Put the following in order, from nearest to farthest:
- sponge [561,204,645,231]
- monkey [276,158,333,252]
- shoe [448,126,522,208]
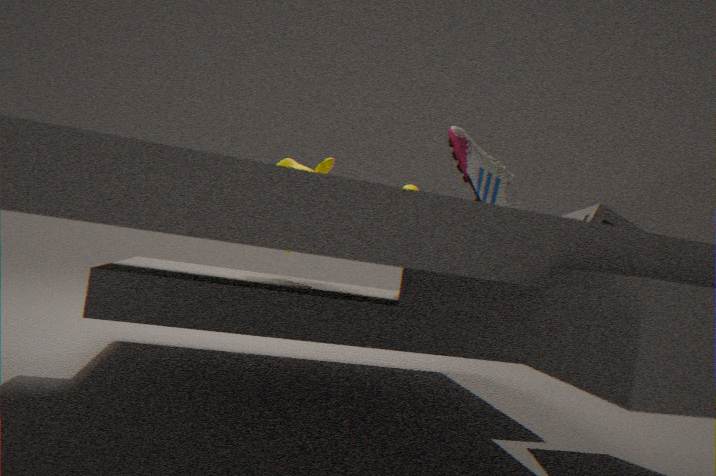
sponge [561,204,645,231] → shoe [448,126,522,208] → monkey [276,158,333,252]
